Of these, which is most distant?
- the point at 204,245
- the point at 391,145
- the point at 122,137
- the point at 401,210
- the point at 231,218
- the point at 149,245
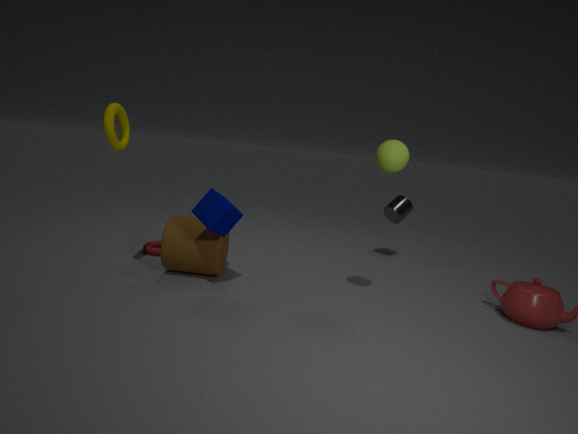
the point at 401,210
